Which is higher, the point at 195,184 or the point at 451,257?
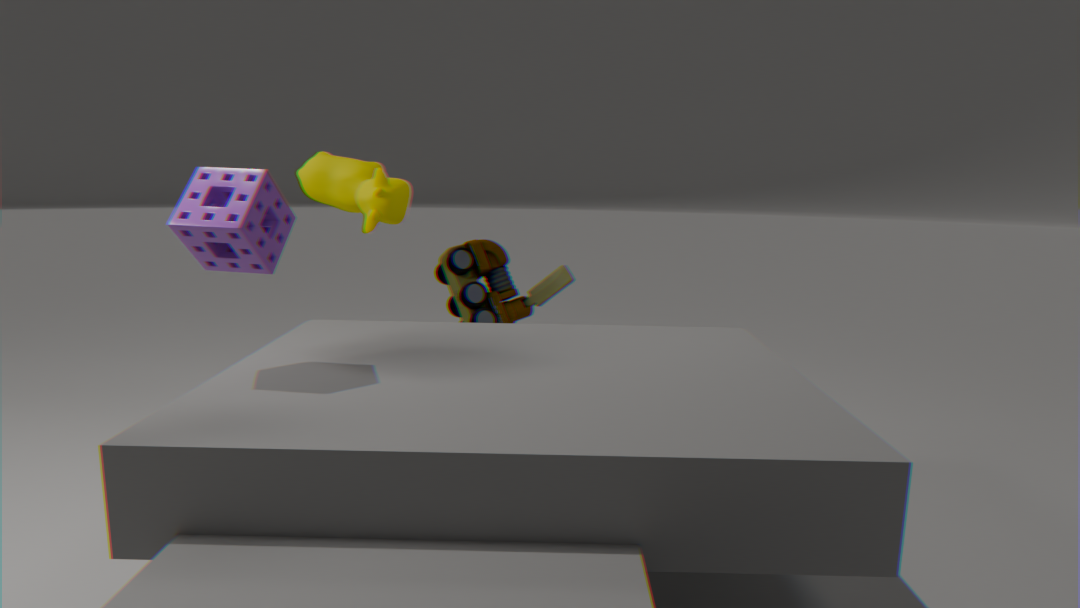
the point at 195,184
